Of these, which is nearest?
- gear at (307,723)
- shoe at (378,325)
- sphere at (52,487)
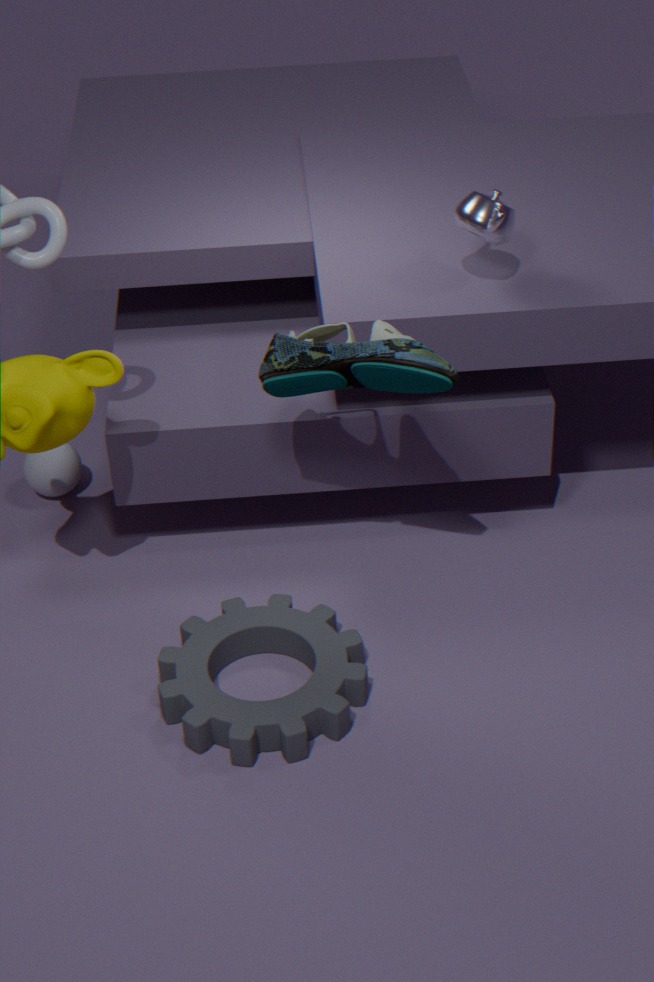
shoe at (378,325)
